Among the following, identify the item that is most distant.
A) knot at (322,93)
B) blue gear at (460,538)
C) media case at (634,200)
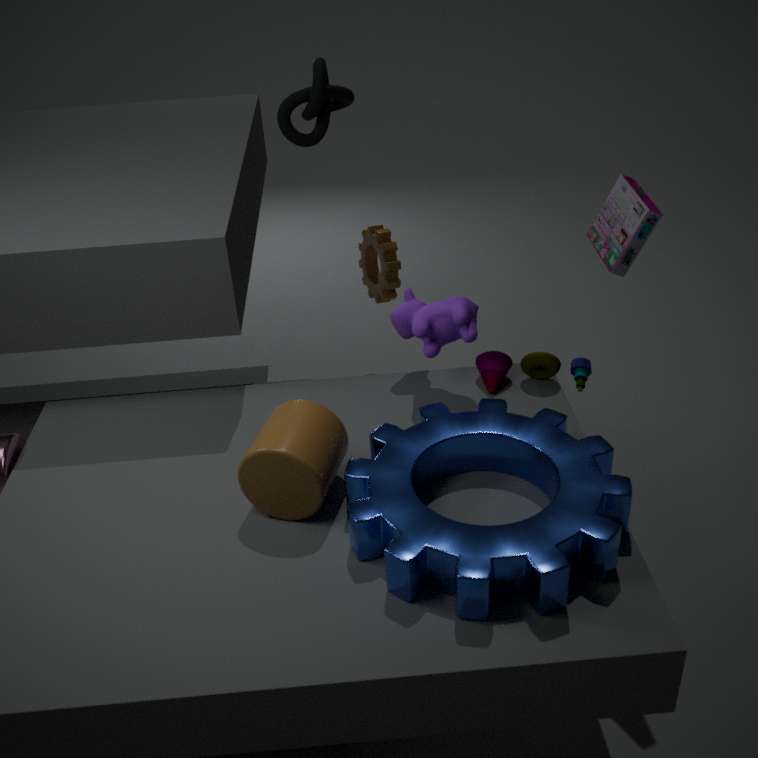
A. knot at (322,93)
